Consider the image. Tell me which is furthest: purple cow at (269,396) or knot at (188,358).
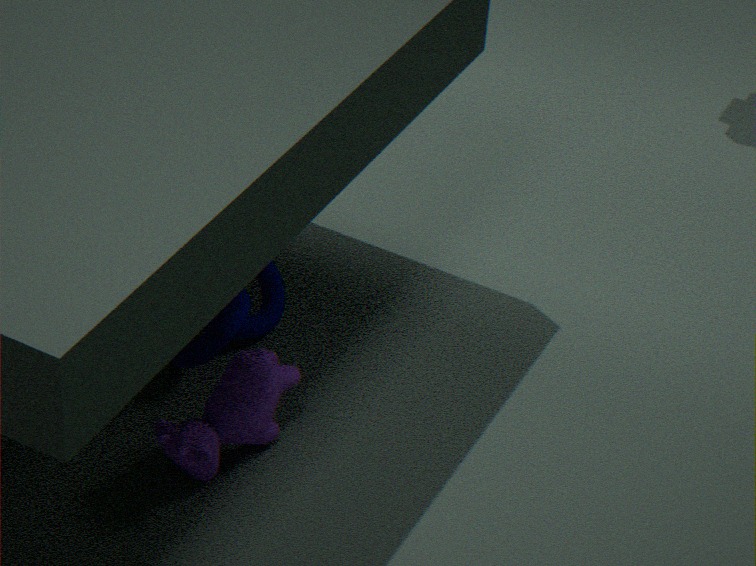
knot at (188,358)
